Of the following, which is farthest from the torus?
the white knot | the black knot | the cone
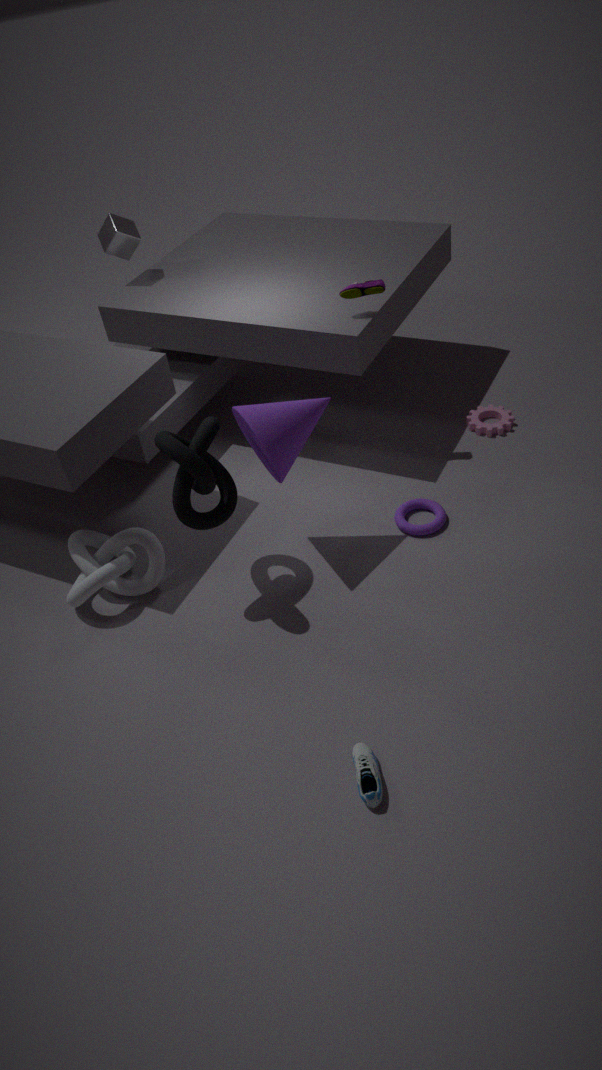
the white knot
